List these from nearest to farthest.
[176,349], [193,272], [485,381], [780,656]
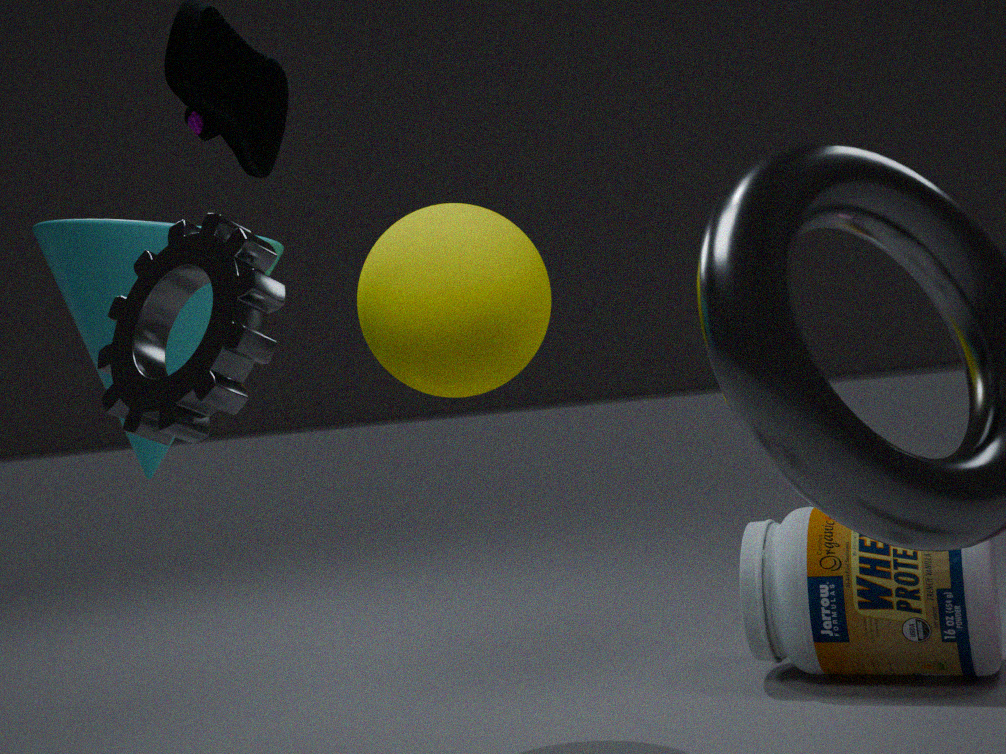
1. [193,272]
2. [176,349]
3. [485,381]
4. [780,656]
